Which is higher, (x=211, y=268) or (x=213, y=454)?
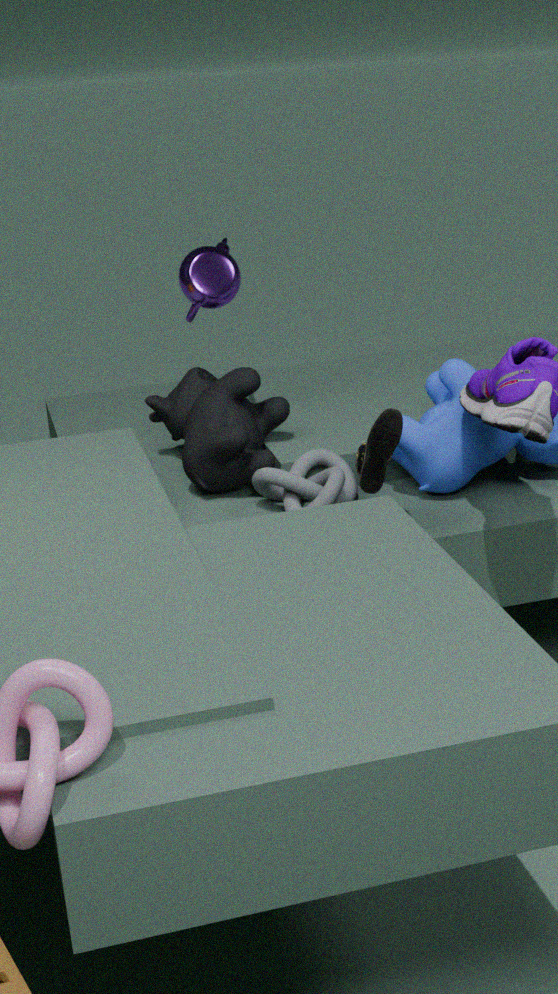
(x=211, y=268)
